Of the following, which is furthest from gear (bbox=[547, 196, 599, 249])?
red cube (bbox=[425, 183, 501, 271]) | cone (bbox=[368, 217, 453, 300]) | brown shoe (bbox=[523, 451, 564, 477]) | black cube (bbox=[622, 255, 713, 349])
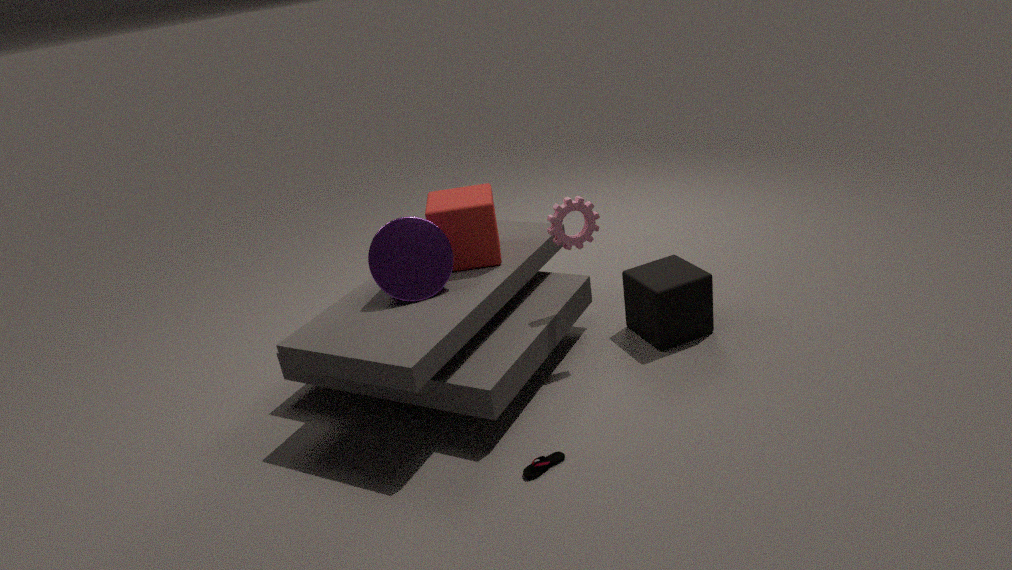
brown shoe (bbox=[523, 451, 564, 477])
